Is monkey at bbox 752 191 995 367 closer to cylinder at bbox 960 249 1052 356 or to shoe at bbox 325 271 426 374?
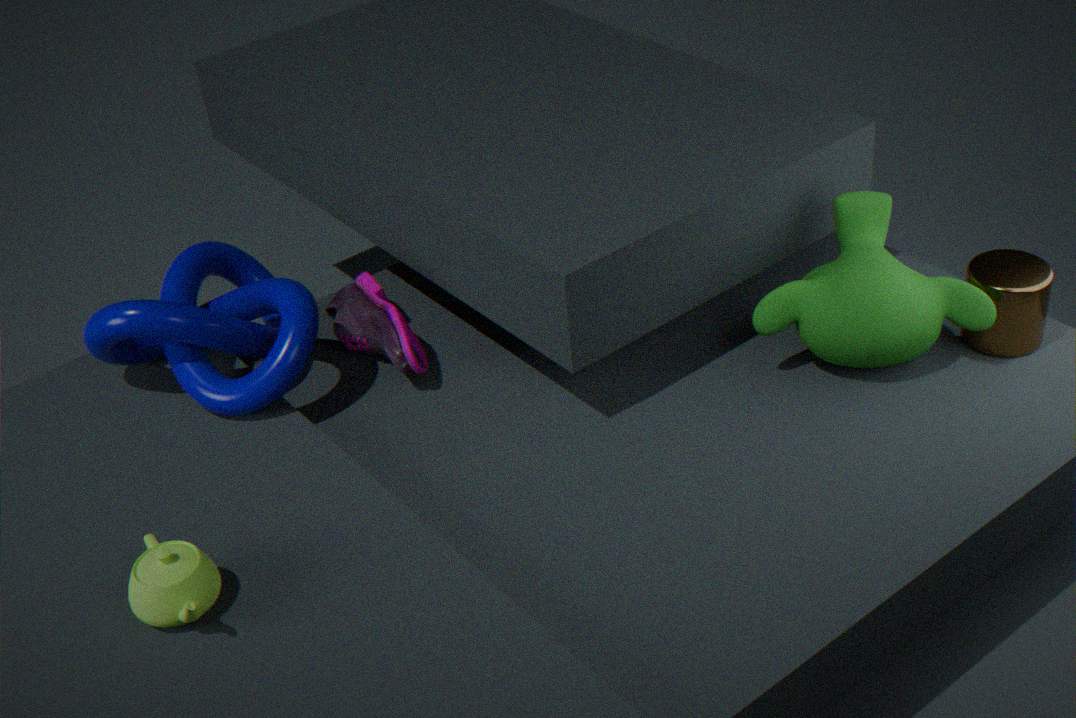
cylinder at bbox 960 249 1052 356
